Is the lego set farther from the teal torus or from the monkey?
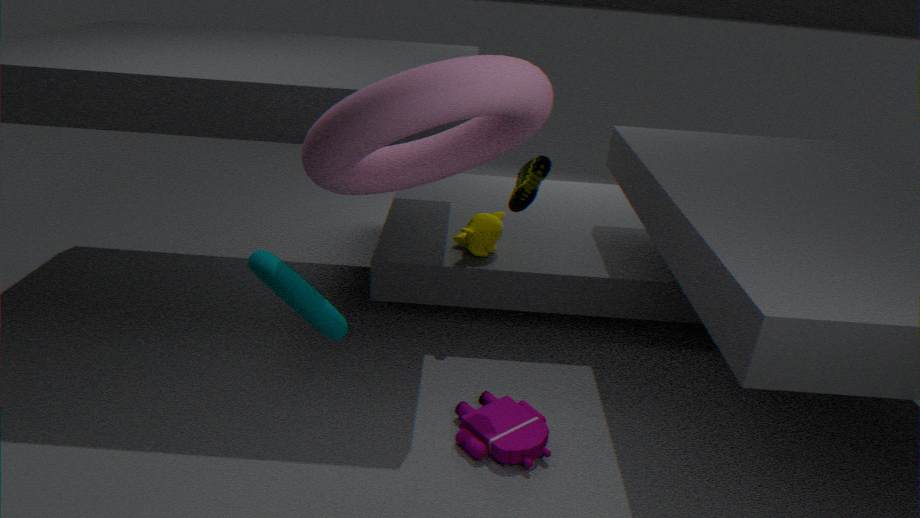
the teal torus
